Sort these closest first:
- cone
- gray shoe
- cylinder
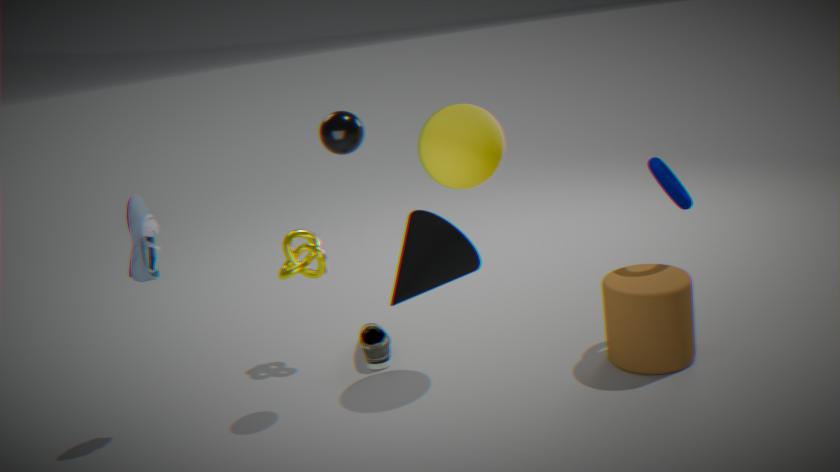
cone
cylinder
gray shoe
